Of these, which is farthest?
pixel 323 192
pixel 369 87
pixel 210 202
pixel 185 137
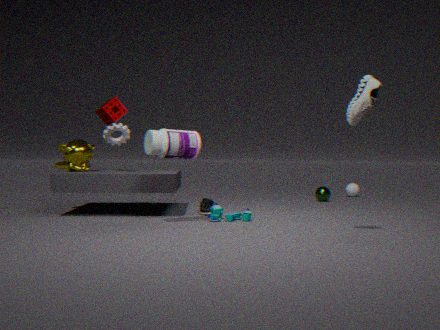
pixel 323 192
